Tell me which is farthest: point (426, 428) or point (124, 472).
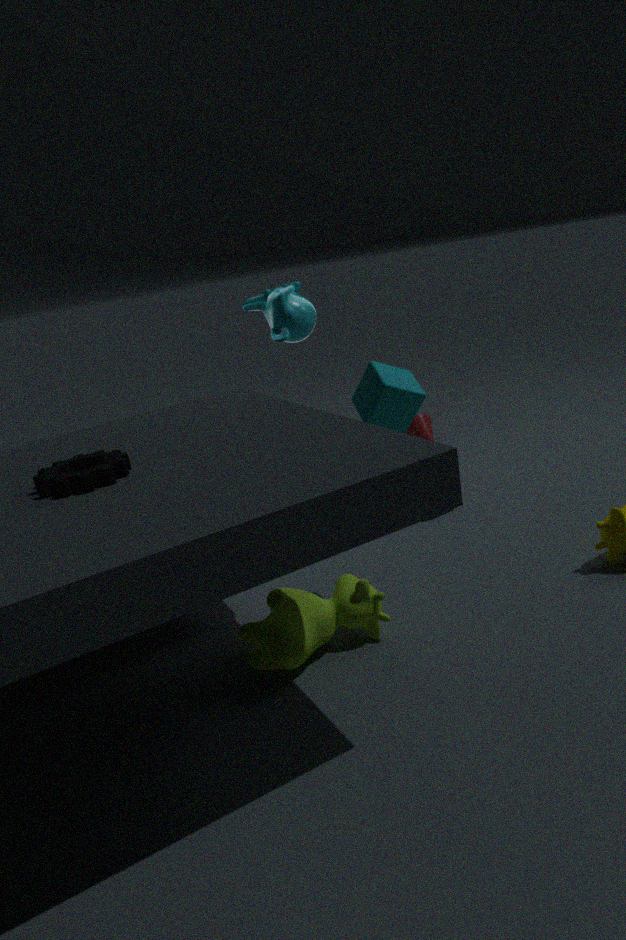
point (426, 428)
